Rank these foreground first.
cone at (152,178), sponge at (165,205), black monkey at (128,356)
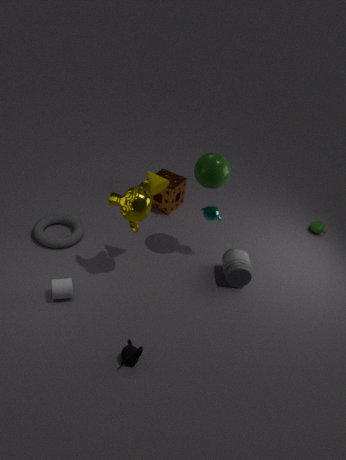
black monkey at (128,356) → cone at (152,178) → sponge at (165,205)
